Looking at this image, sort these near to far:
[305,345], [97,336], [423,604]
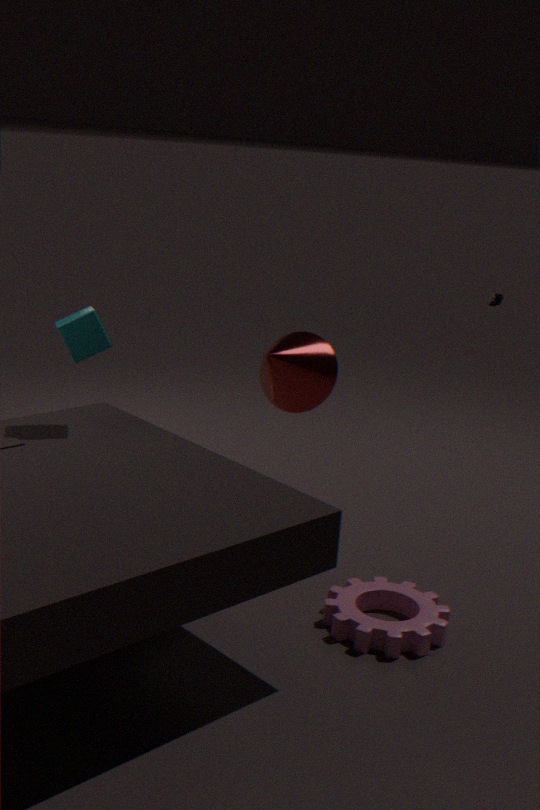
[97,336] < [423,604] < [305,345]
